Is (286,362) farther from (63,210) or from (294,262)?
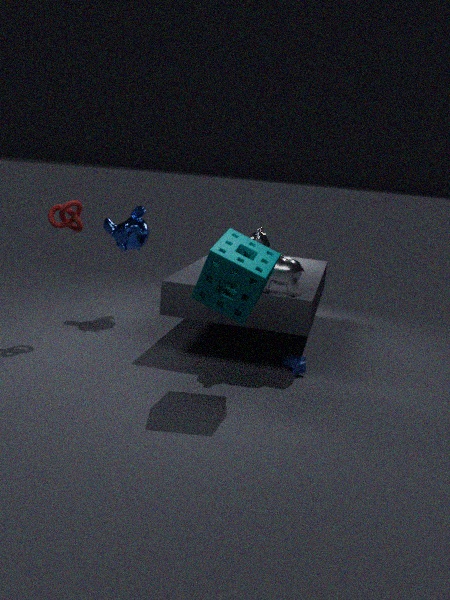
(63,210)
